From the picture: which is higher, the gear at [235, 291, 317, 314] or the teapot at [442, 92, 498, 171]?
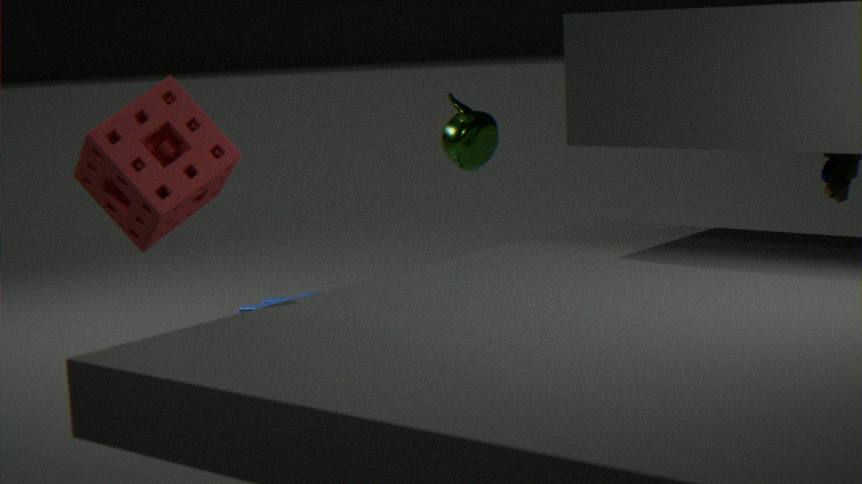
the teapot at [442, 92, 498, 171]
